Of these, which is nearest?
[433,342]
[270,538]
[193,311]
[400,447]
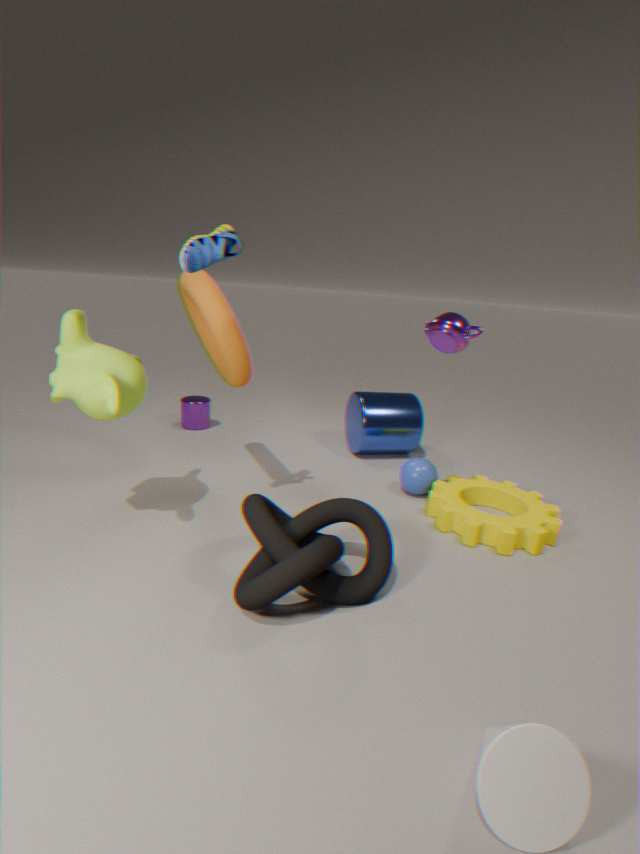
[270,538]
